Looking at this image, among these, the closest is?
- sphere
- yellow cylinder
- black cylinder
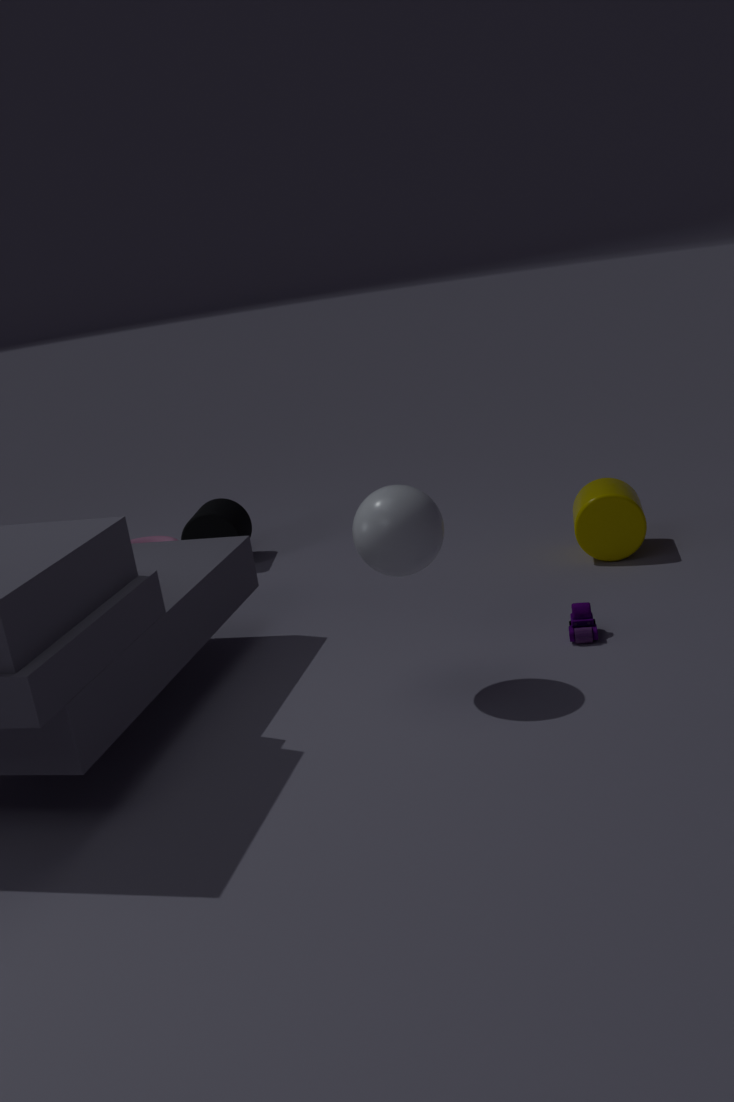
sphere
